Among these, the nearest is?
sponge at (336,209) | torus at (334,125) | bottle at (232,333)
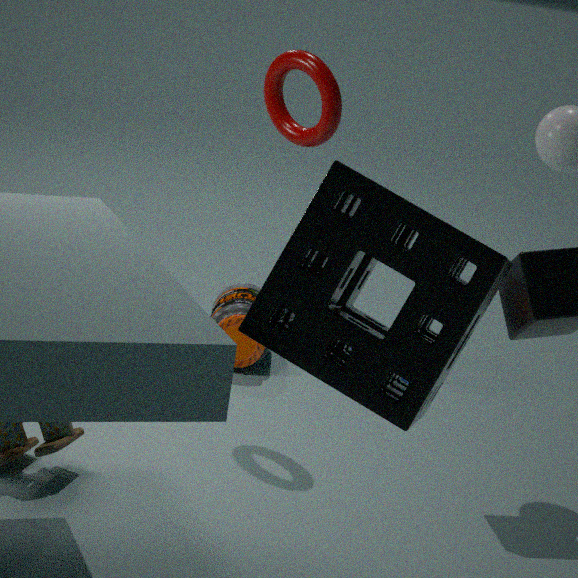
sponge at (336,209)
